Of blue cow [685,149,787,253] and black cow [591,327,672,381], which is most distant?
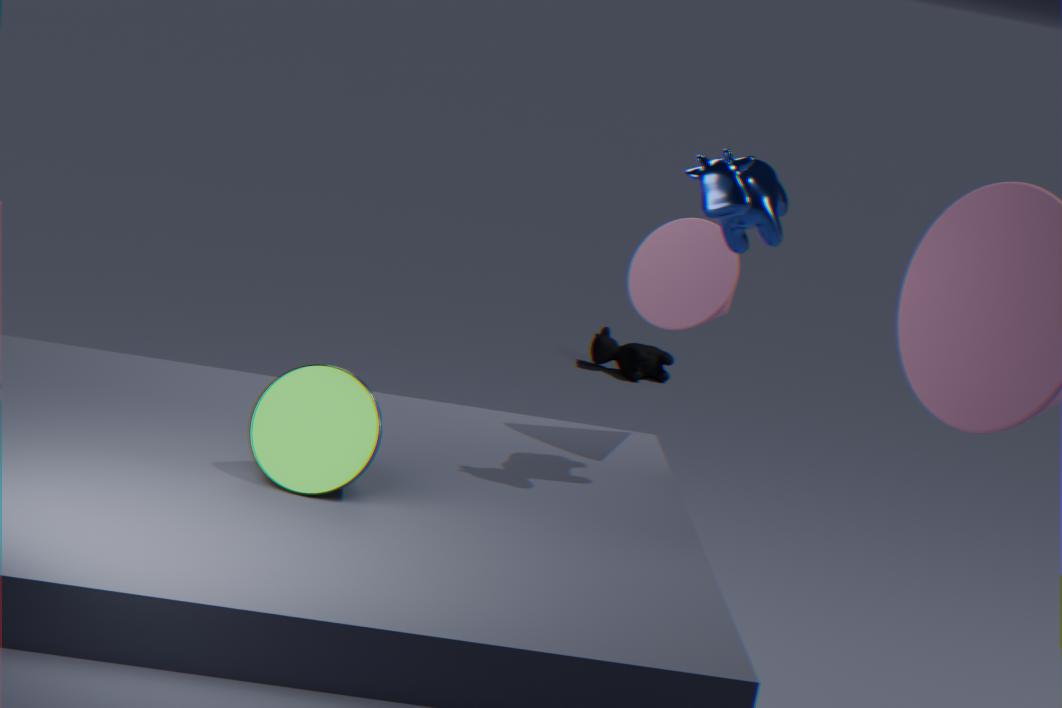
black cow [591,327,672,381]
